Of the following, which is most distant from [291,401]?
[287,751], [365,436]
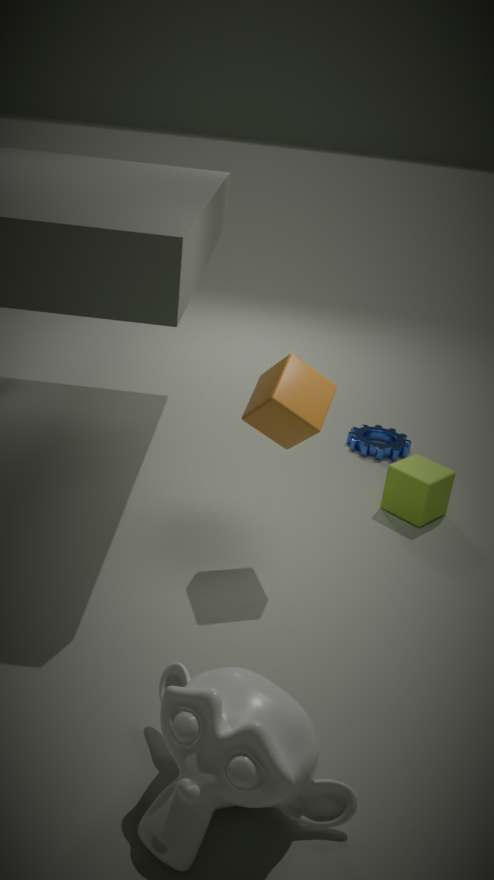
[365,436]
